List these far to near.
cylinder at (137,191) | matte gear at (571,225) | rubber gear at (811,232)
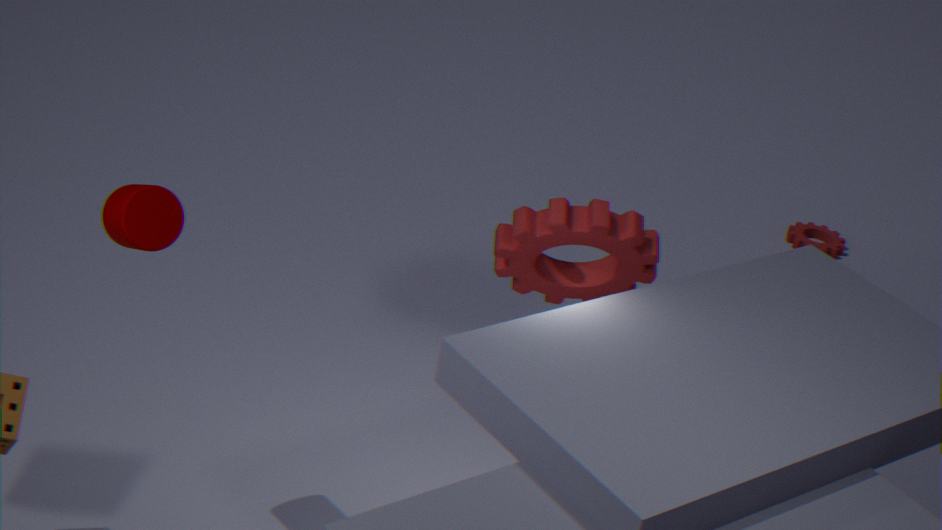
rubber gear at (811,232) → matte gear at (571,225) → cylinder at (137,191)
